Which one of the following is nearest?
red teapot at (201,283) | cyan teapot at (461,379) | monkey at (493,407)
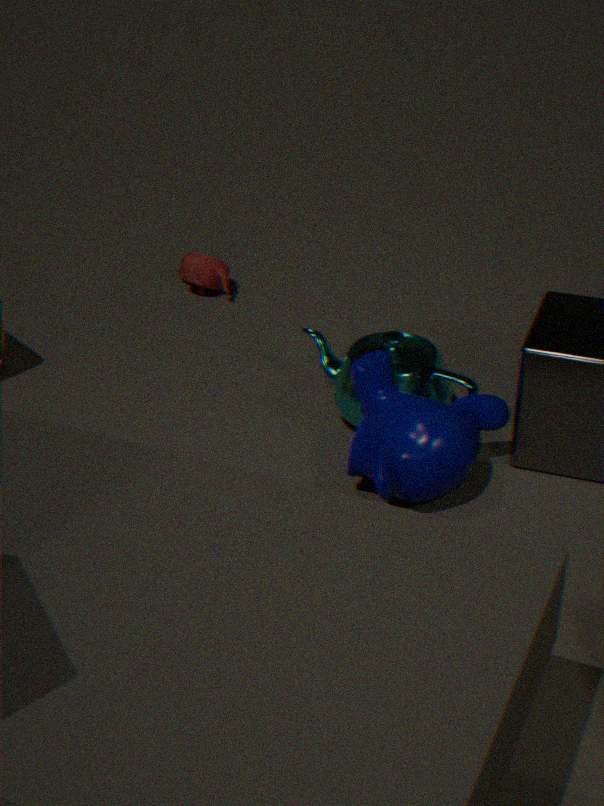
monkey at (493,407)
